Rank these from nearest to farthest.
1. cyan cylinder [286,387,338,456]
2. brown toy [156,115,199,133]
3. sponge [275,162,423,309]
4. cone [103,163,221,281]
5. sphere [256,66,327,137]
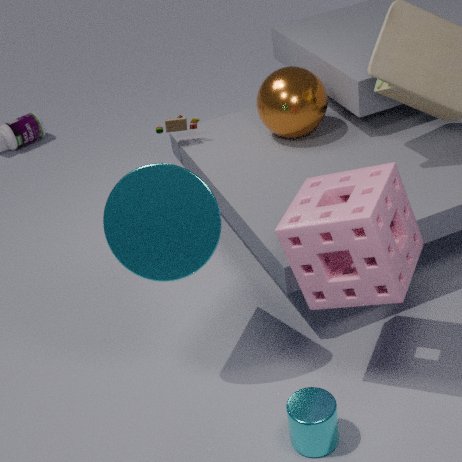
1. sponge [275,162,423,309]
2. cyan cylinder [286,387,338,456]
3. cone [103,163,221,281]
4. sphere [256,66,327,137]
5. brown toy [156,115,199,133]
